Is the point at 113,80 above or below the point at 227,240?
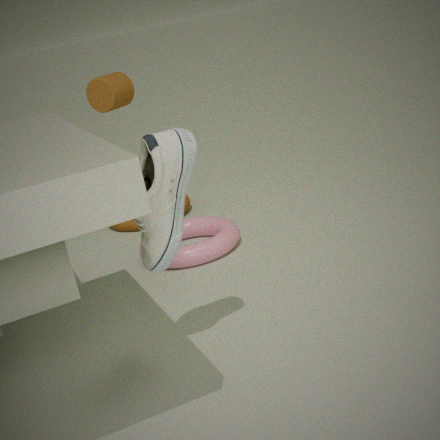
above
